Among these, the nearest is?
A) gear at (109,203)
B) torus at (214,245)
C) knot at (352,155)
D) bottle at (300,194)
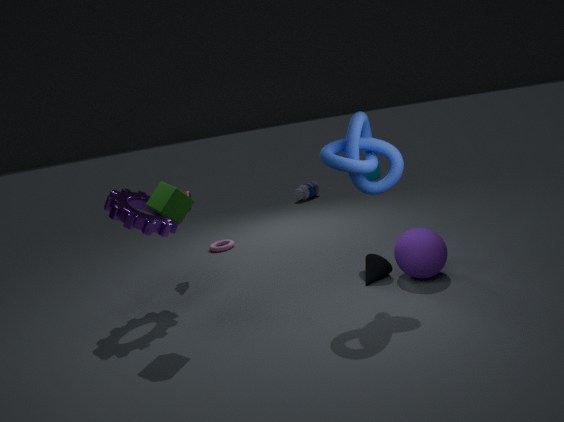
knot at (352,155)
